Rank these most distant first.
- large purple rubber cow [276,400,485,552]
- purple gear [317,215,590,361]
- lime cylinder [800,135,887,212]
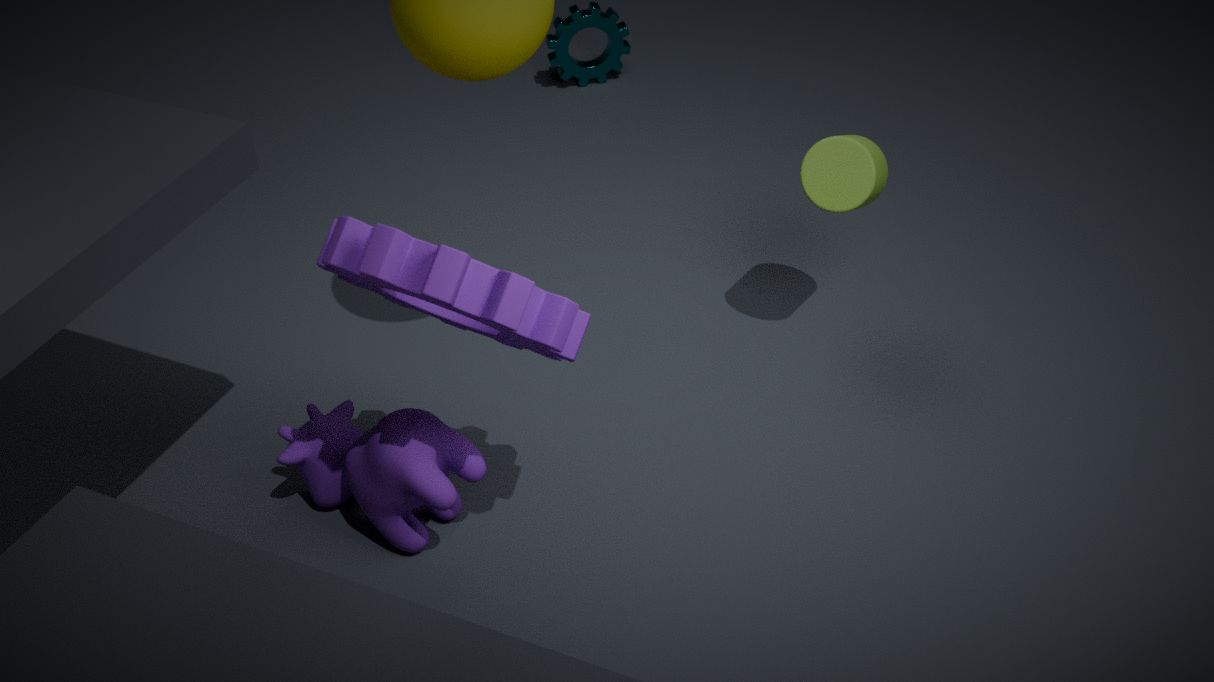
lime cylinder [800,135,887,212] → large purple rubber cow [276,400,485,552] → purple gear [317,215,590,361]
